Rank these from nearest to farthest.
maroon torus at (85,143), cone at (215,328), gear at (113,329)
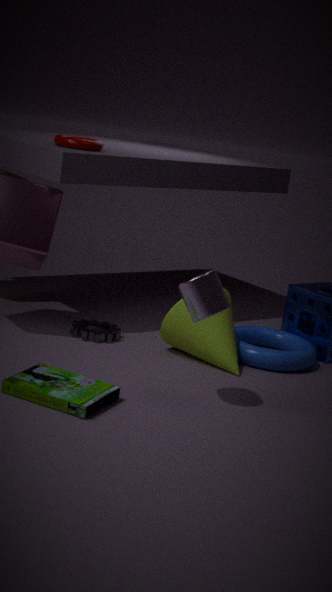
cone at (215,328) → gear at (113,329) → maroon torus at (85,143)
